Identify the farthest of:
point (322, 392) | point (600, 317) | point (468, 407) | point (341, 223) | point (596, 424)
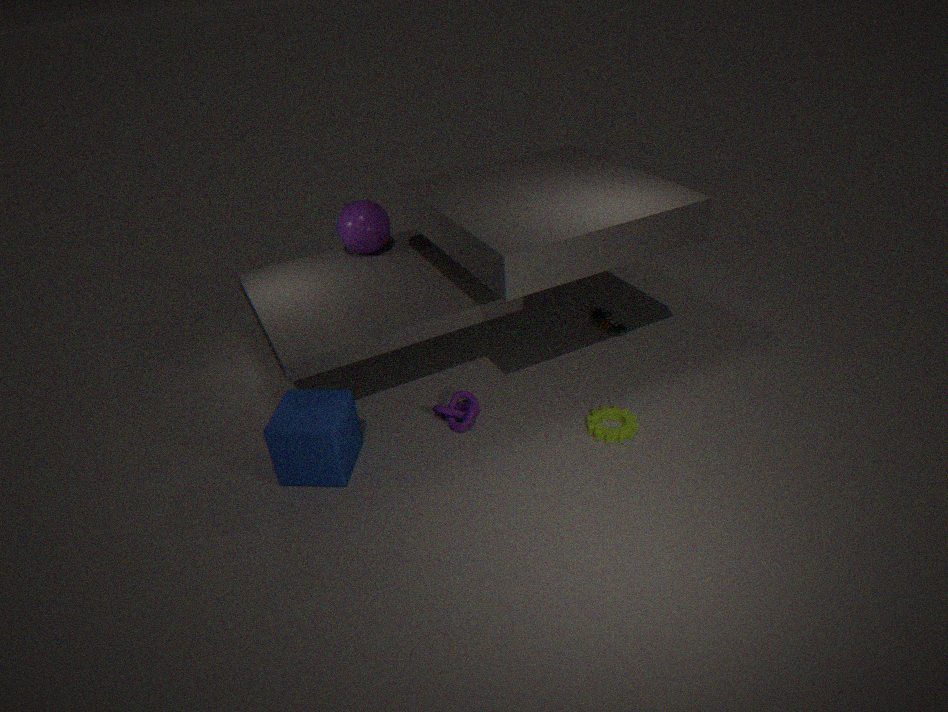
point (600, 317)
